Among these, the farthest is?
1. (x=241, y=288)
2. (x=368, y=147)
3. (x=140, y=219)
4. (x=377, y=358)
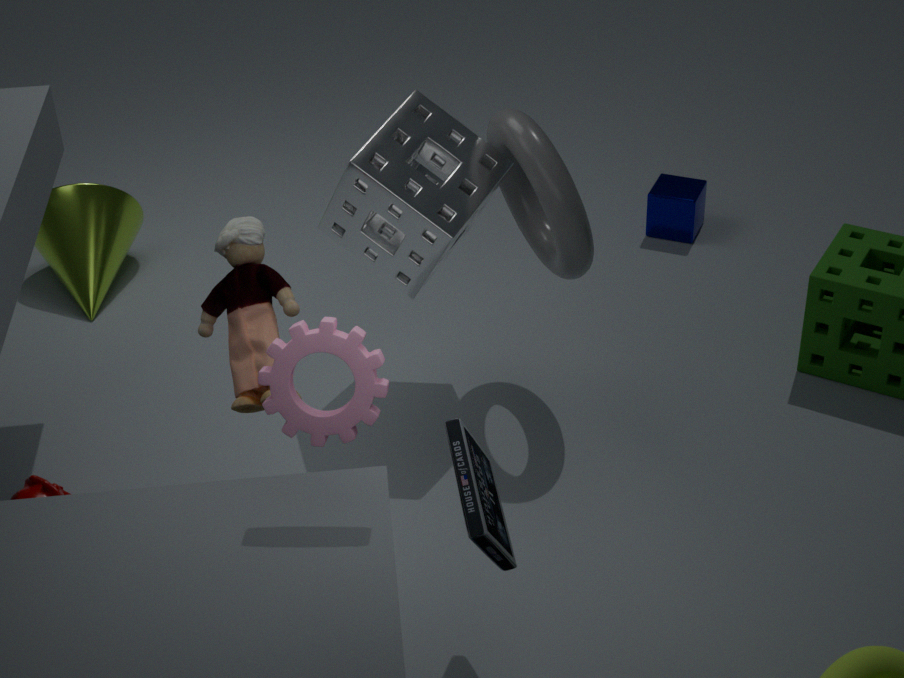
(x=140, y=219)
